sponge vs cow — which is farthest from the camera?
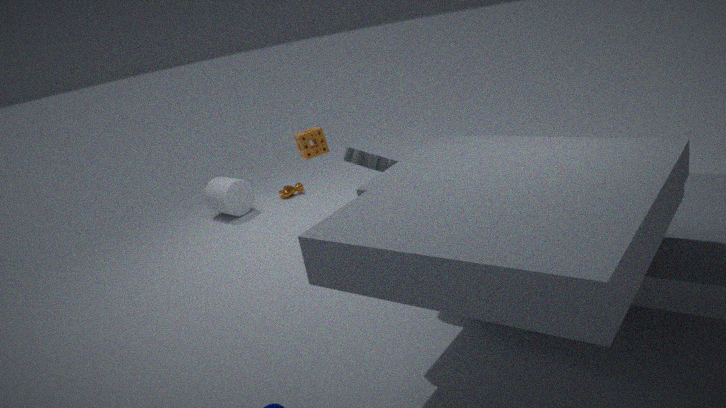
cow
